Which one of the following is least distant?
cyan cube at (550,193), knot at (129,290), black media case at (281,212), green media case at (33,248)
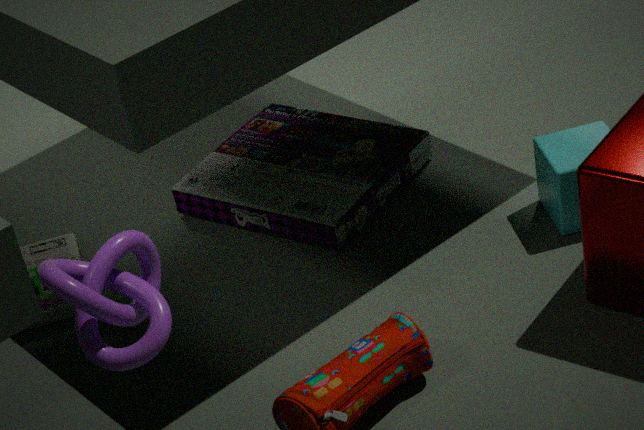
knot at (129,290)
